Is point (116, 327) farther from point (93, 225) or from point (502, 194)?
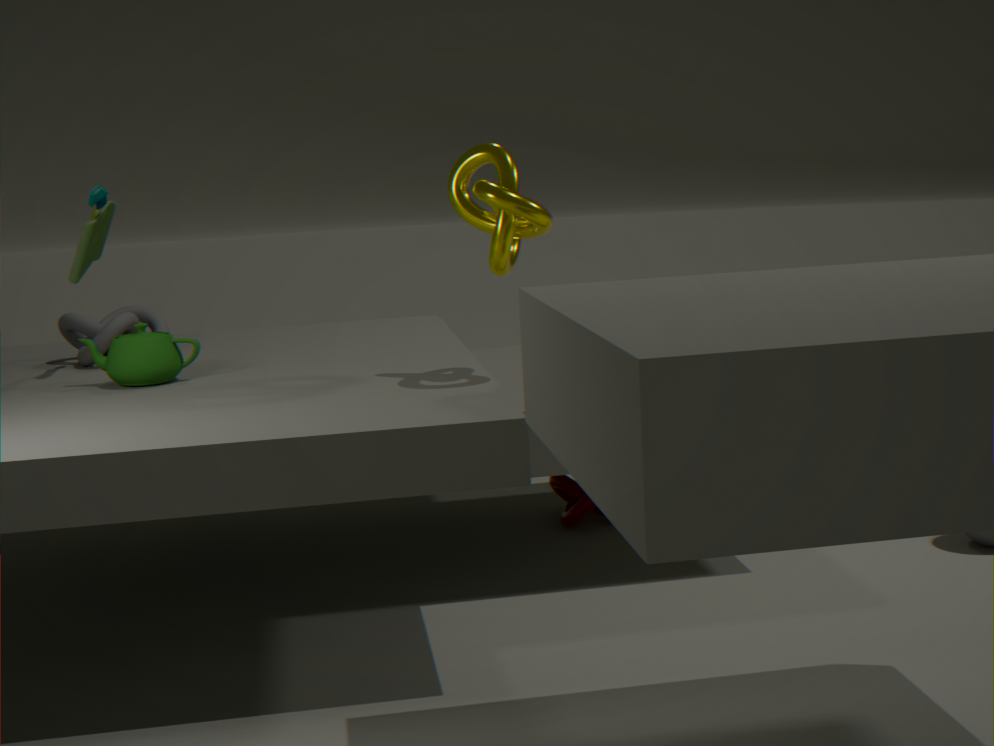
point (502, 194)
